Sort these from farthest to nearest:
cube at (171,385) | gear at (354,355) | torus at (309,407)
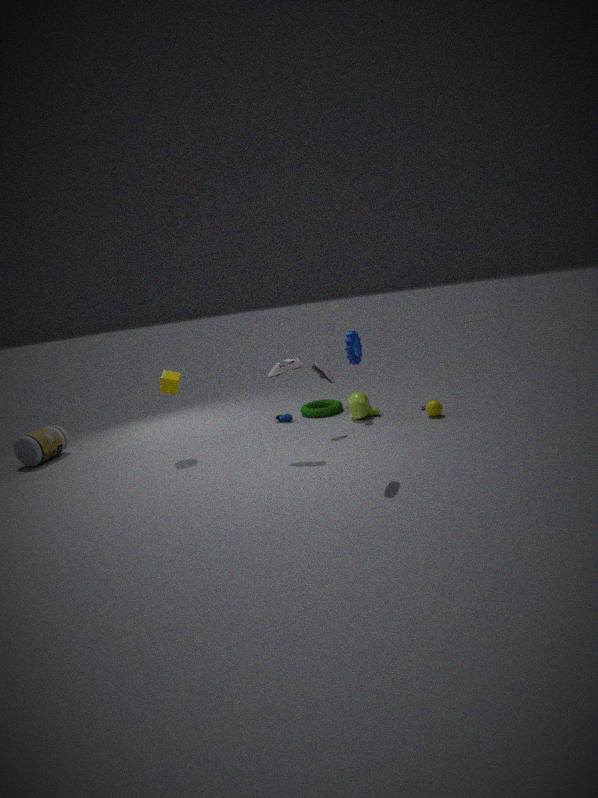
torus at (309,407) < cube at (171,385) < gear at (354,355)
